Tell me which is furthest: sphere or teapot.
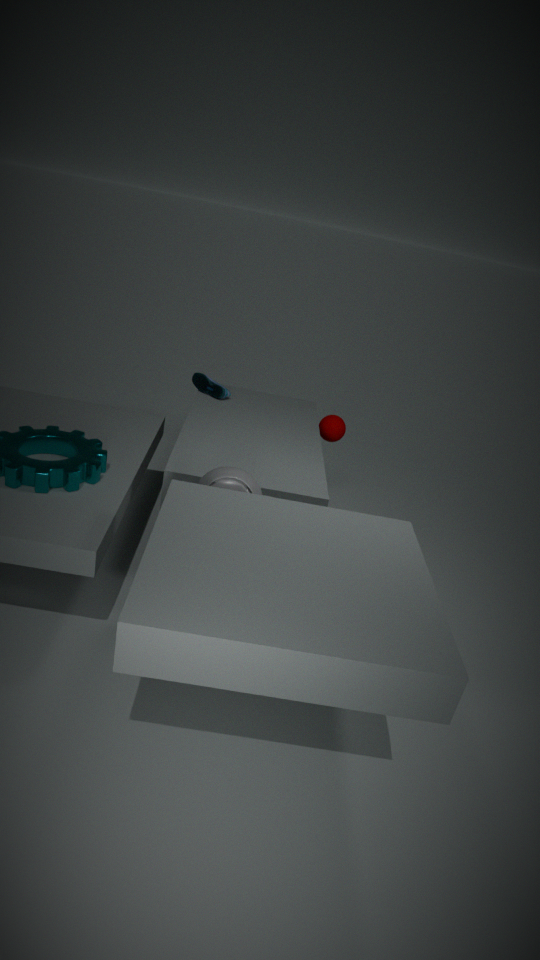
sphere
